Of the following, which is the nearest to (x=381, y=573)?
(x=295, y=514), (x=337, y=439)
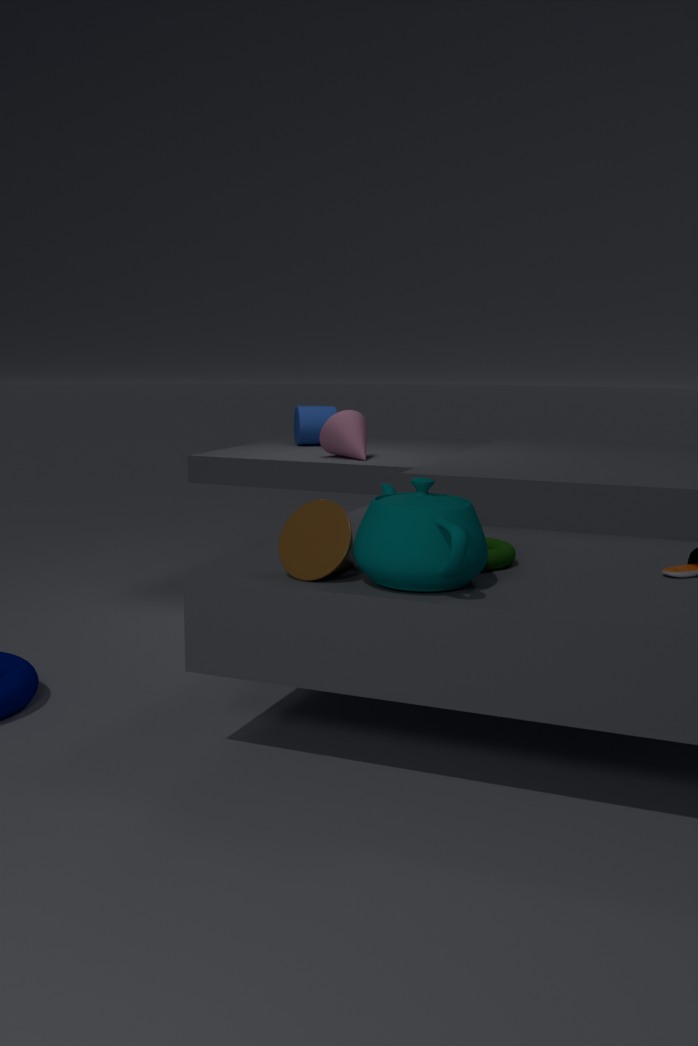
(x=295, y=514)
